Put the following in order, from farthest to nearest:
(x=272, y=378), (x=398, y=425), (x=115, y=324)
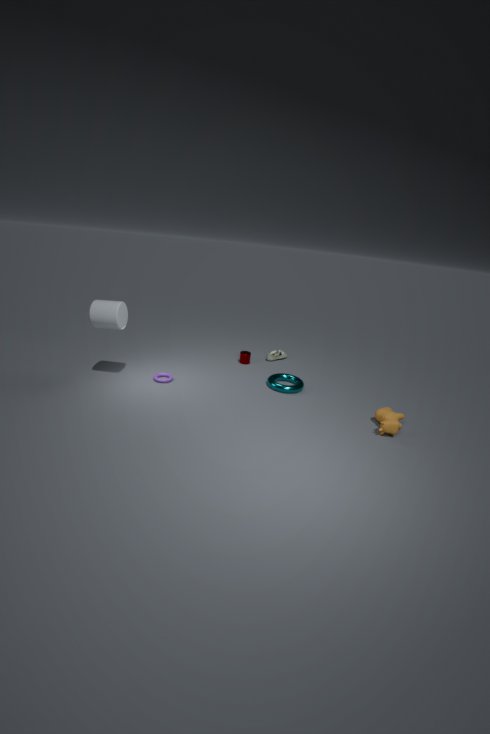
1. (x=272, y=378)
2. (x=115, y=324)
3. (x=398, y=425)
